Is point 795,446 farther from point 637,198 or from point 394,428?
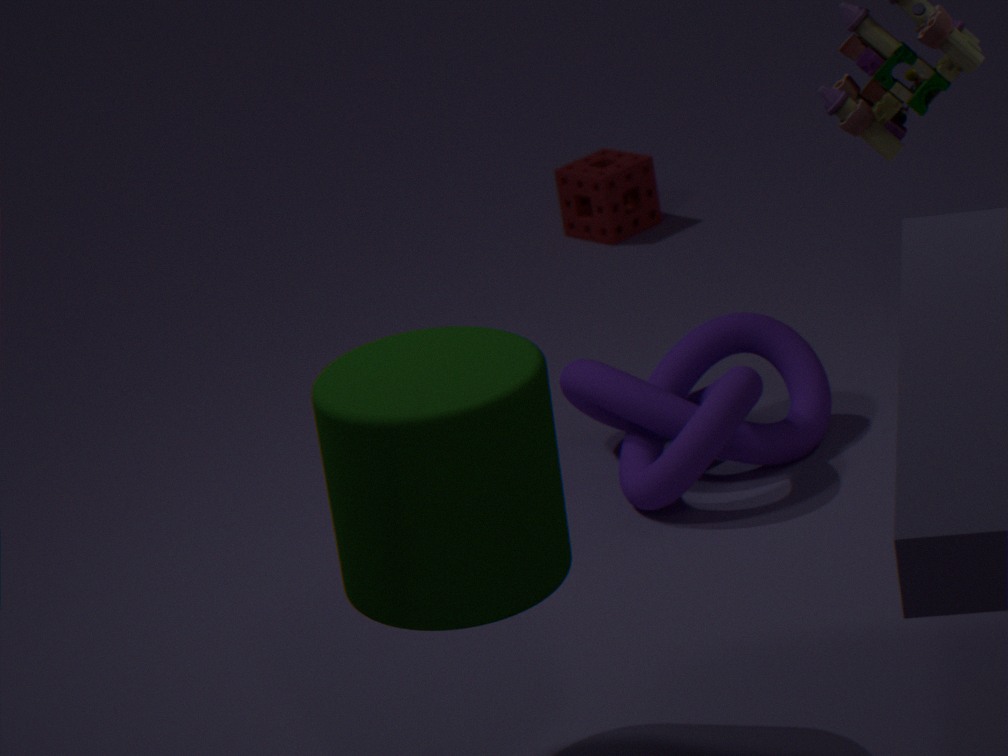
point 637,198
